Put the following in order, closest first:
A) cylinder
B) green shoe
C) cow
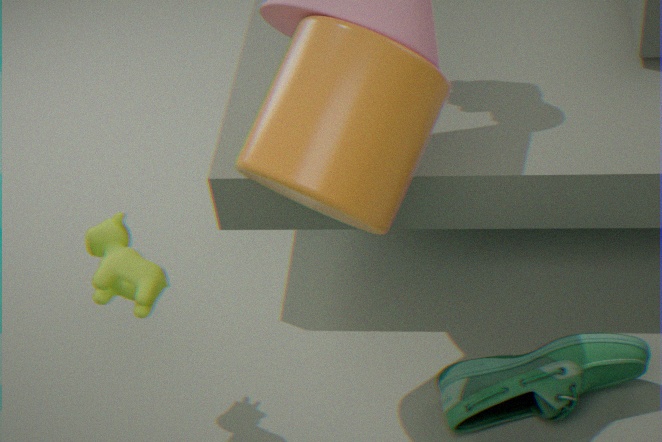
cylinder, cow, green shoe
